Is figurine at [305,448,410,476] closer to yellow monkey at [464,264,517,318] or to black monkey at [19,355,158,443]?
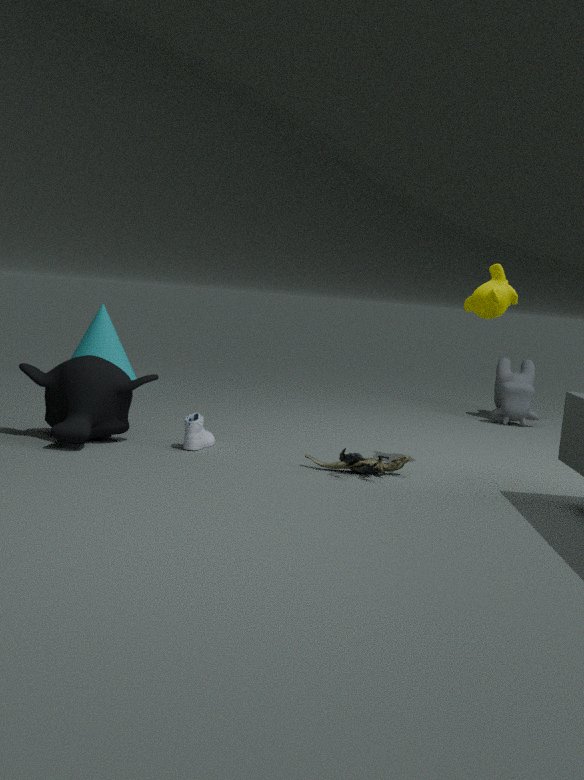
yellow monkey at [464,264,517,318]
